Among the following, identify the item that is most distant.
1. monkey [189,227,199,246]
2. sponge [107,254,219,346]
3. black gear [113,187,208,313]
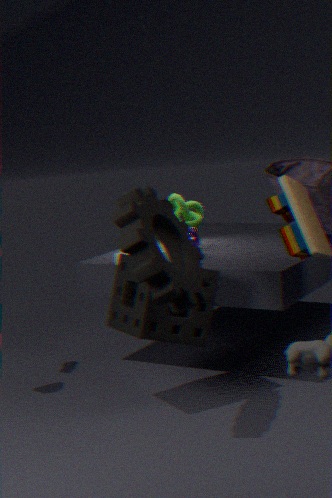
monkey [189,227,199,246]
